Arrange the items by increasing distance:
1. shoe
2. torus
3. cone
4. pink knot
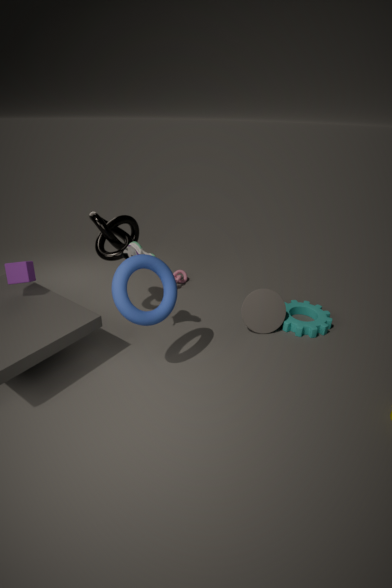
torus
shoe
cone
pink knot
